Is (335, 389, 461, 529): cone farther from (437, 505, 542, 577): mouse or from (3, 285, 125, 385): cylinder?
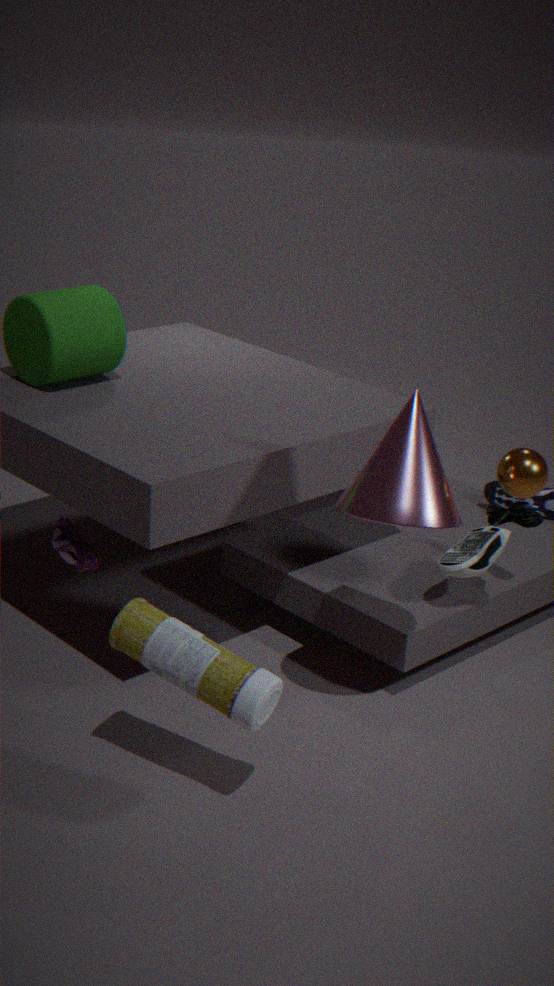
(3, 285, 125, 385): cylinder
